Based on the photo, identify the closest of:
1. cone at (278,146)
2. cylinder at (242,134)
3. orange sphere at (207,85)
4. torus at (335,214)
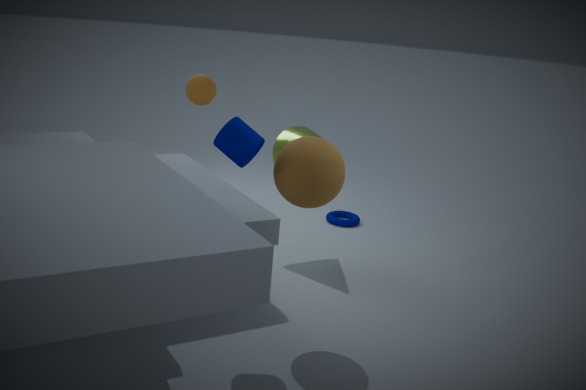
cylinder at (242,134)
